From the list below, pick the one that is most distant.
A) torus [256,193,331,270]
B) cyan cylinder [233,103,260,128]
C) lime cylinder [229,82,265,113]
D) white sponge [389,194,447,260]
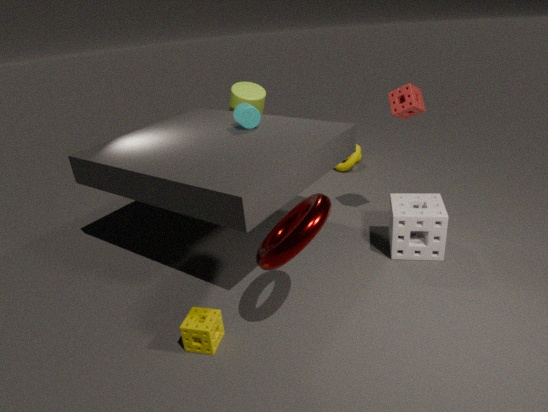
lime cylinder [229,82,265,113]
